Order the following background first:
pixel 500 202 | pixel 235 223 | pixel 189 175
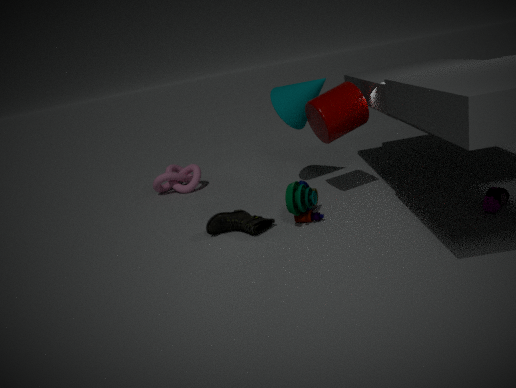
pixel 189 175
pixel 235 223
pixel 500 202
